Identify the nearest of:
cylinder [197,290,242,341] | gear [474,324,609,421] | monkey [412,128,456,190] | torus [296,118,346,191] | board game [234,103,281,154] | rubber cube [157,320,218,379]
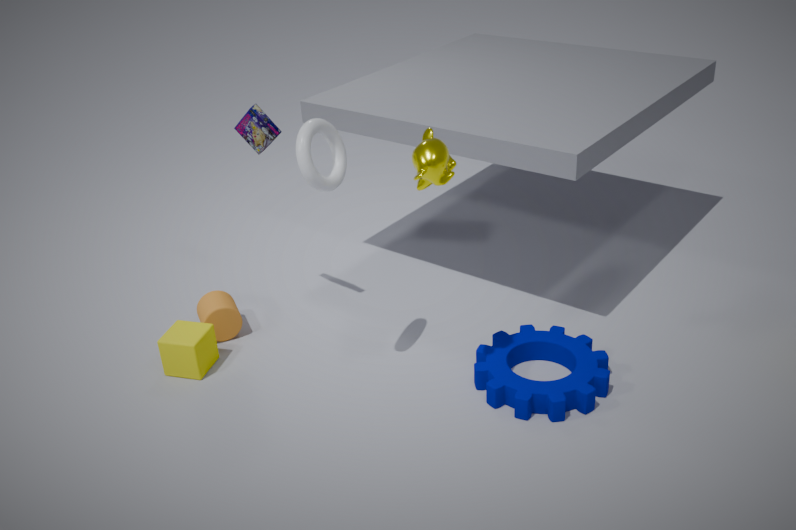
monkey [412,128,456,190]
